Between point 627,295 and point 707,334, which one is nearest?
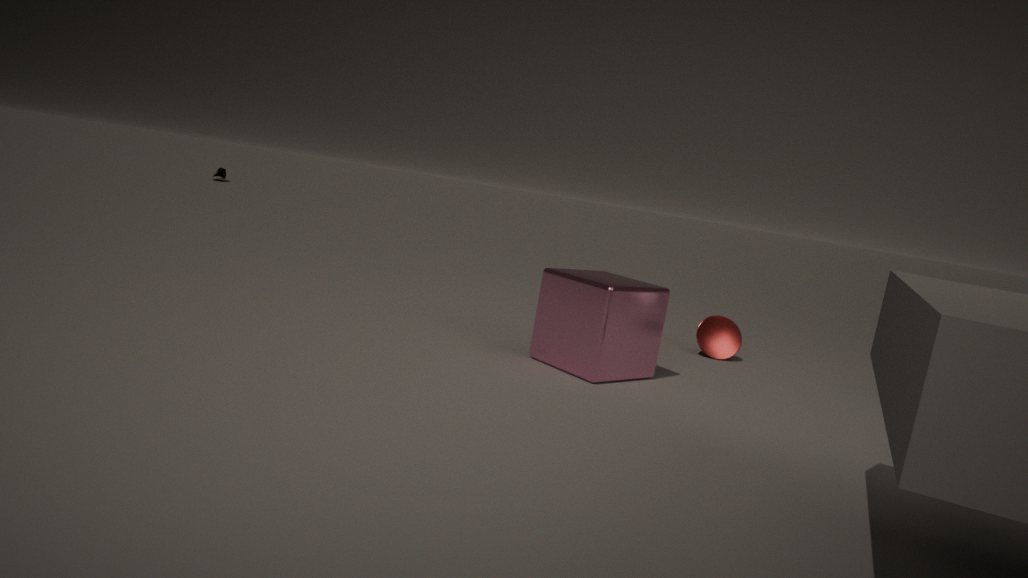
point 627,295
